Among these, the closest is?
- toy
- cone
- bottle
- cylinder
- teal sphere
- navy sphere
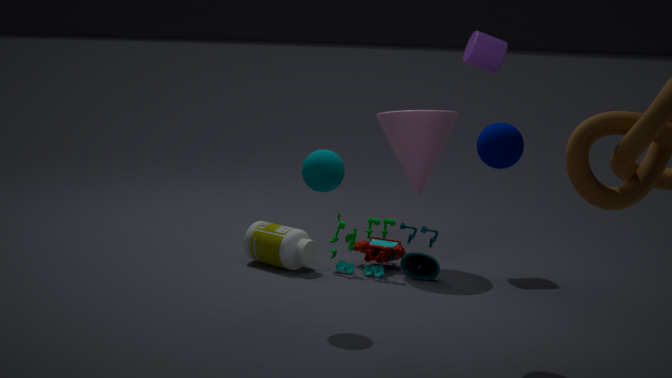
navy sphere
